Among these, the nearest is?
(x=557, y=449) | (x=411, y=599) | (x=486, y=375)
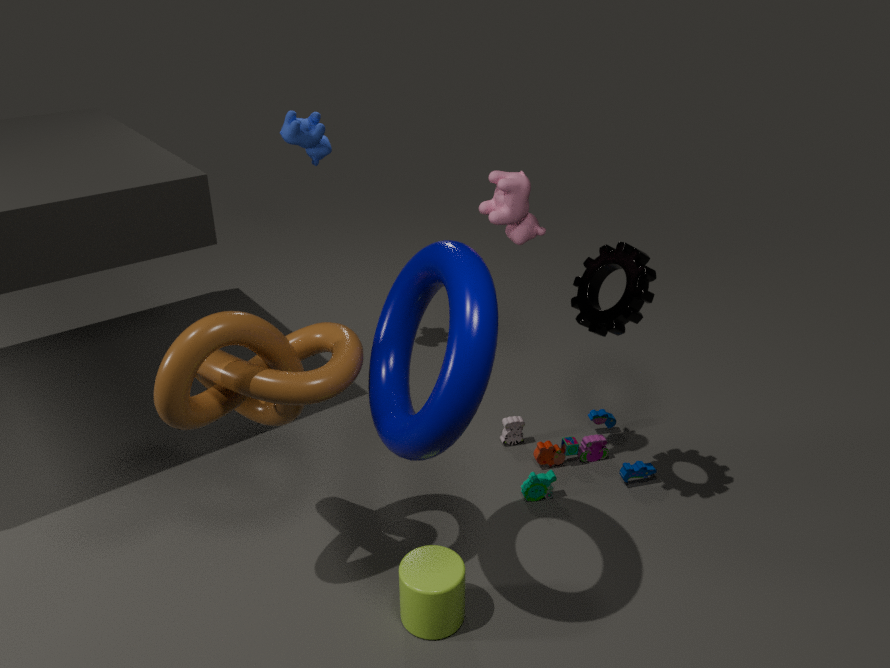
(x=486, y=375)
